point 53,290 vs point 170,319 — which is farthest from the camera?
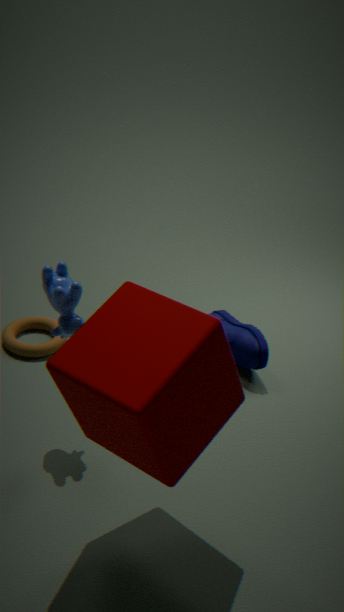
point 53,290
